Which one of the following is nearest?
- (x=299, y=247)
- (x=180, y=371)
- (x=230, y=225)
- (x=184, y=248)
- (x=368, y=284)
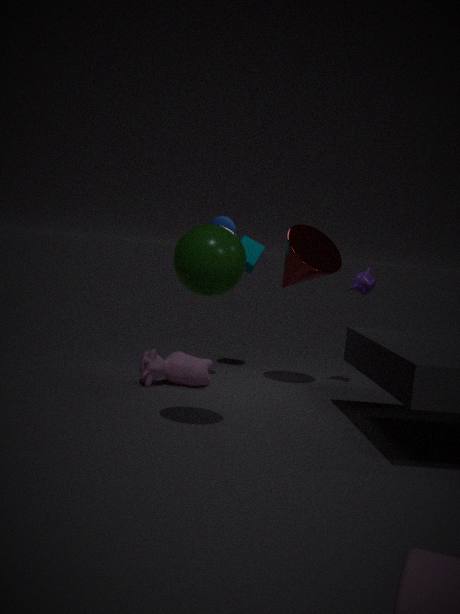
(x=184, y=248)
